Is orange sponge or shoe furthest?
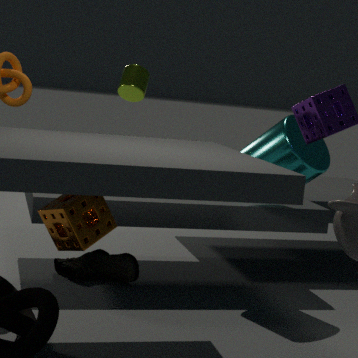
shoe
